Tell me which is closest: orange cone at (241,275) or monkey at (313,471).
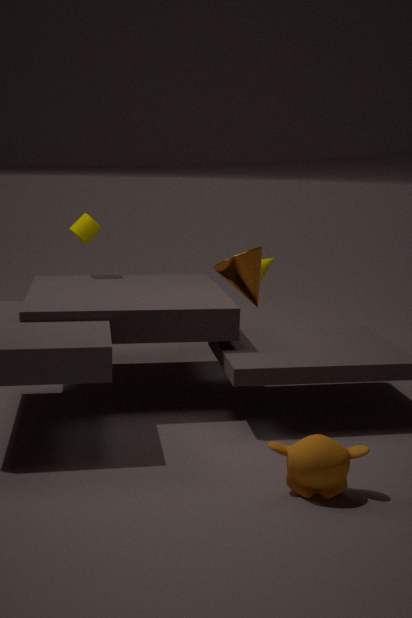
monkey at (313,471)
